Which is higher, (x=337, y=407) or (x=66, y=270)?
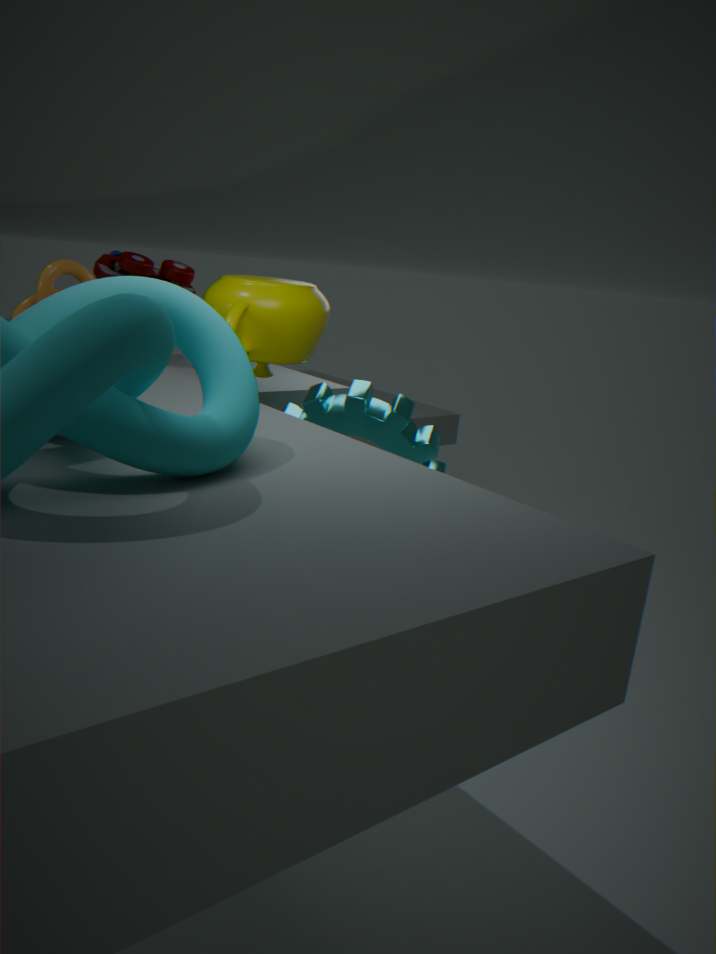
(x=66, y=270)
